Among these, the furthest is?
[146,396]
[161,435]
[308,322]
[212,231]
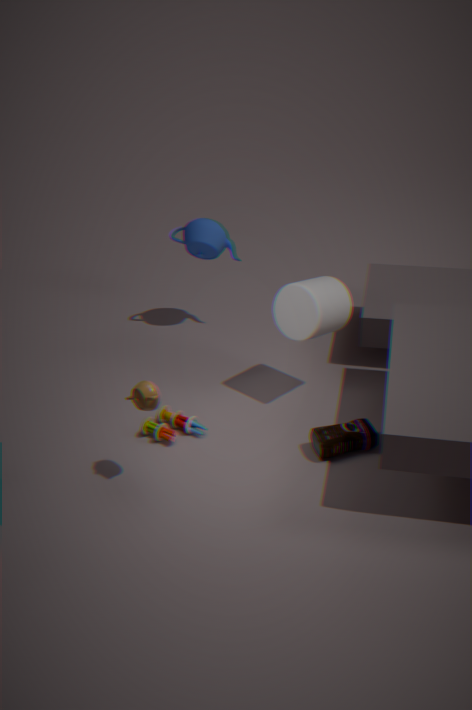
[212,231]
